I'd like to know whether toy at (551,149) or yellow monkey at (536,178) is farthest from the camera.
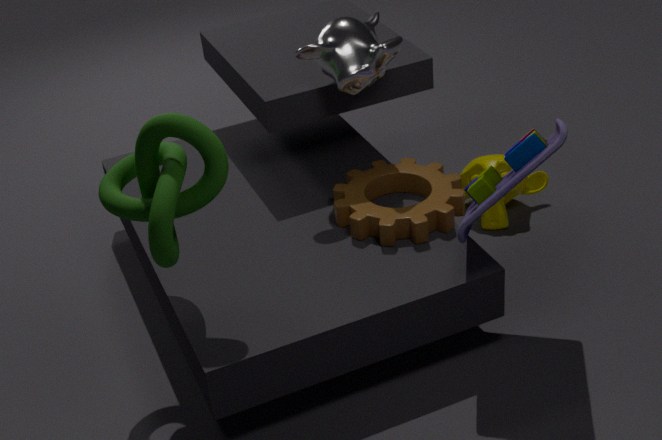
yellow monkey at (536,178)
